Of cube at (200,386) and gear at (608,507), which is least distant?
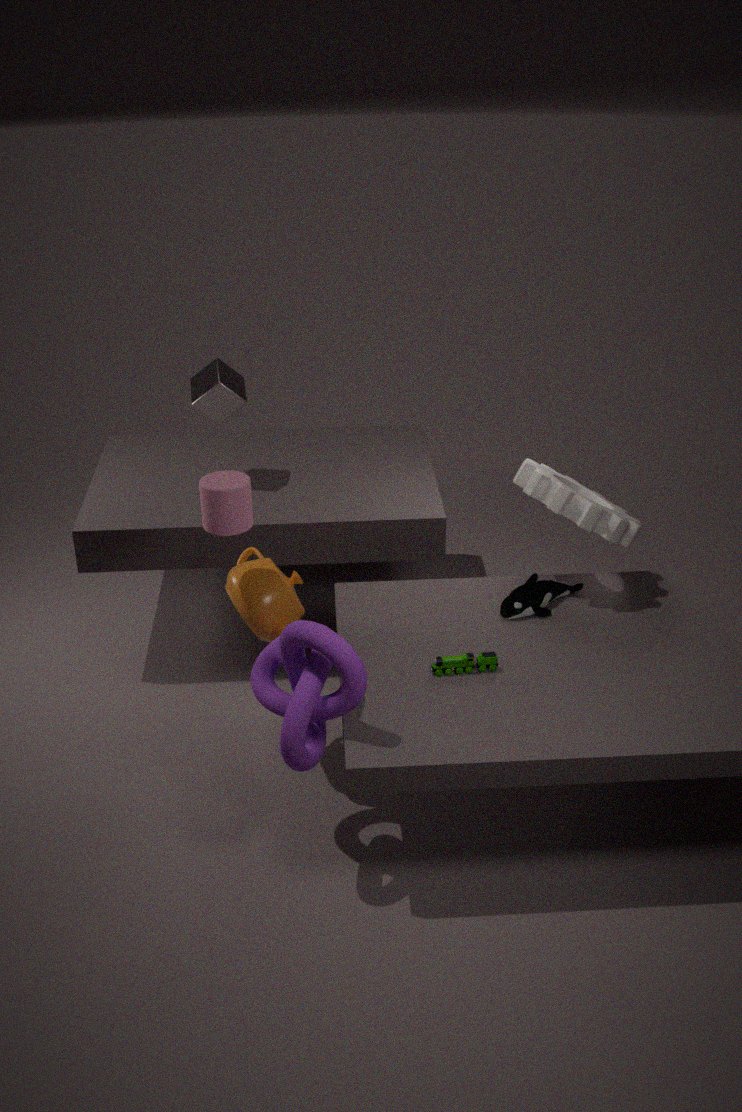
gear at (608,507)
